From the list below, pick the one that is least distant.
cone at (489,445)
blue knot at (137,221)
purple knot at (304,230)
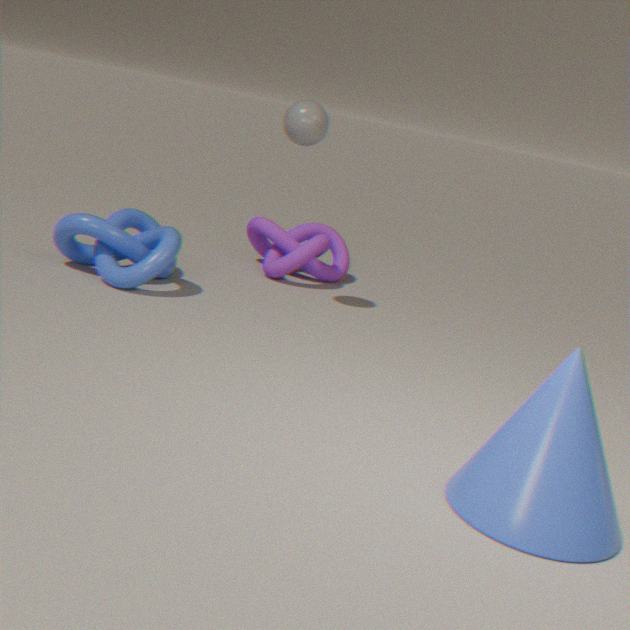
cone at (489,445)
